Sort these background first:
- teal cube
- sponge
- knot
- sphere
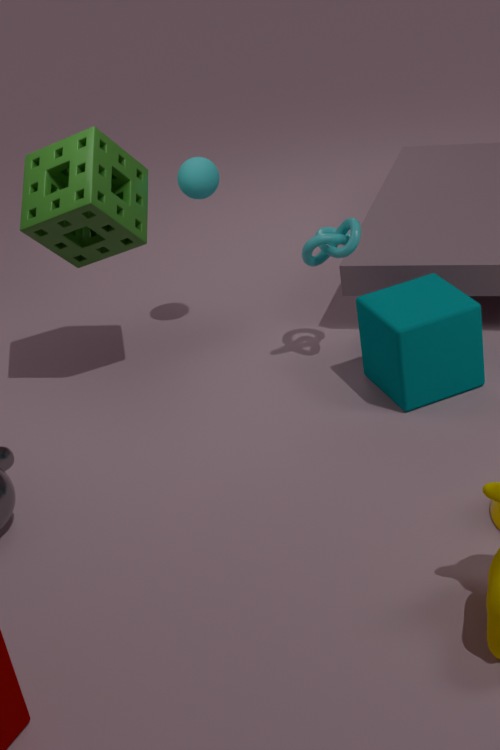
sphere < knot < sponge < teal cube
